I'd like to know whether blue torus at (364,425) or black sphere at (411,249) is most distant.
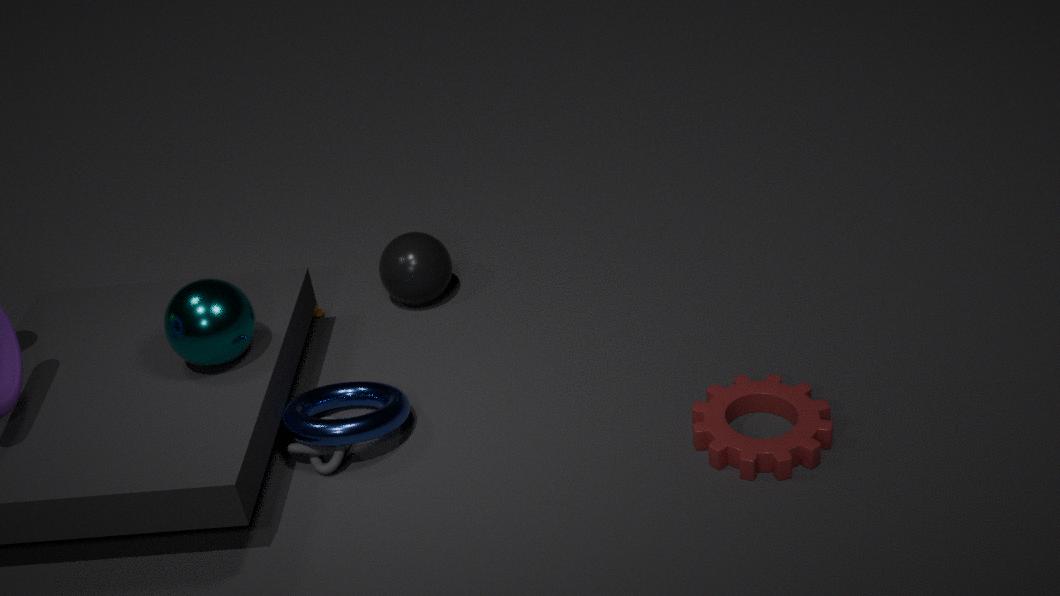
black sphere at (411,249)
